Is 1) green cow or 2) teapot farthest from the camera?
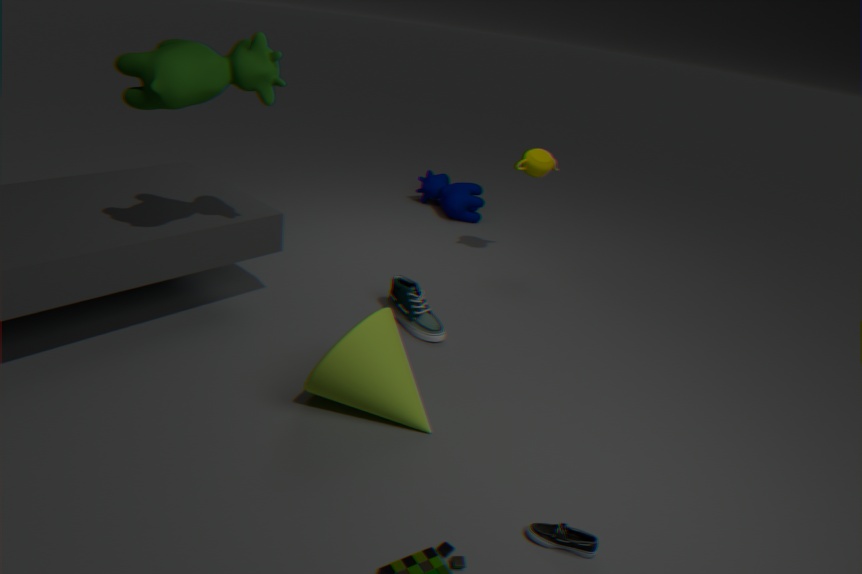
2. teapot
